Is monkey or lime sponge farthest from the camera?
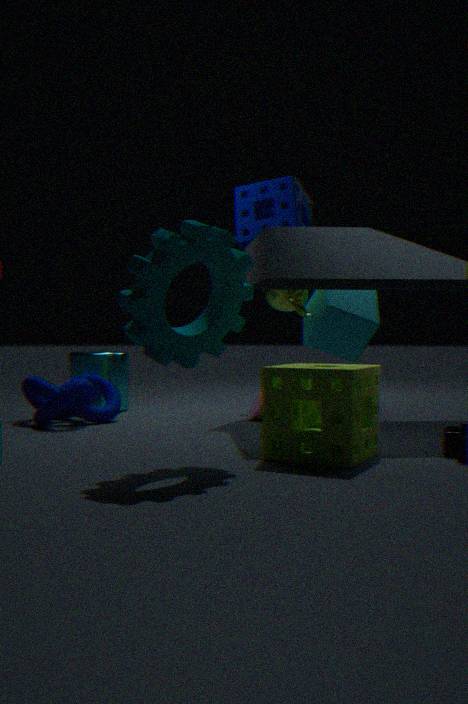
monkey
